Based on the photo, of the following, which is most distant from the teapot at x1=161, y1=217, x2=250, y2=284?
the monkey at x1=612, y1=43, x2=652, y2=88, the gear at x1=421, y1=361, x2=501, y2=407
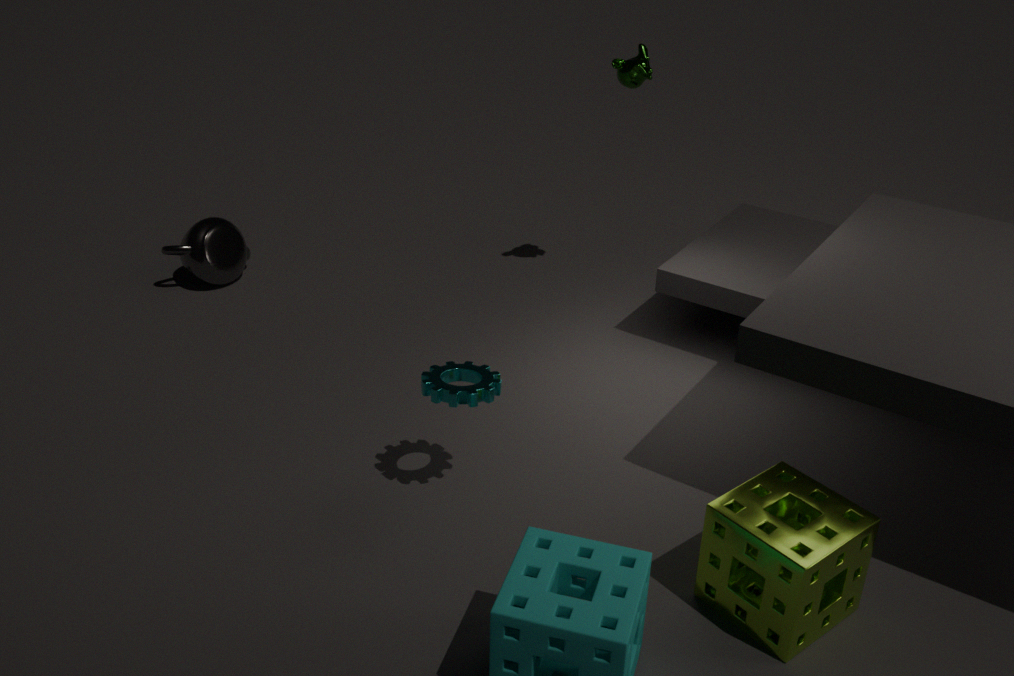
the monkey at x1=612, y1=43, x2=652, y2=88
